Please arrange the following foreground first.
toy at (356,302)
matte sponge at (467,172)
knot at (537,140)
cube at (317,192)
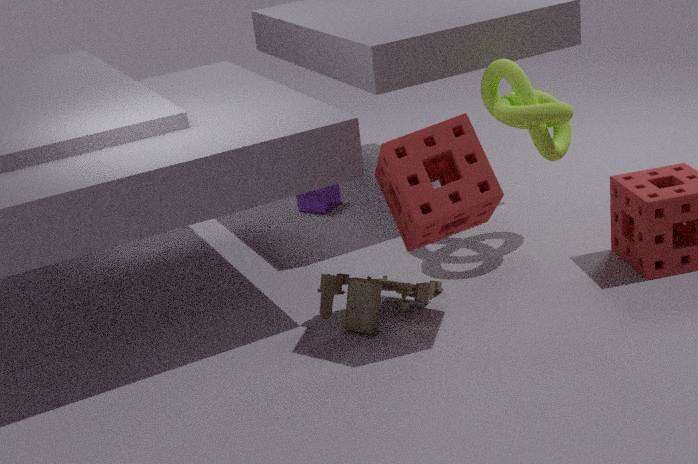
matte sponge at (467,172)
toy at (356,302)
knot at (537,140)
cube at (317,192)
